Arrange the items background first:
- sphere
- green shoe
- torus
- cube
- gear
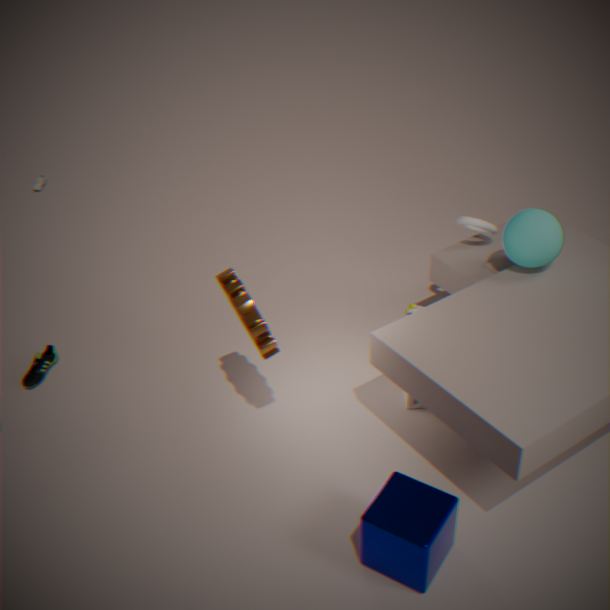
1. green shoe
2. torus
3. sphere
4. gear
5. cube
